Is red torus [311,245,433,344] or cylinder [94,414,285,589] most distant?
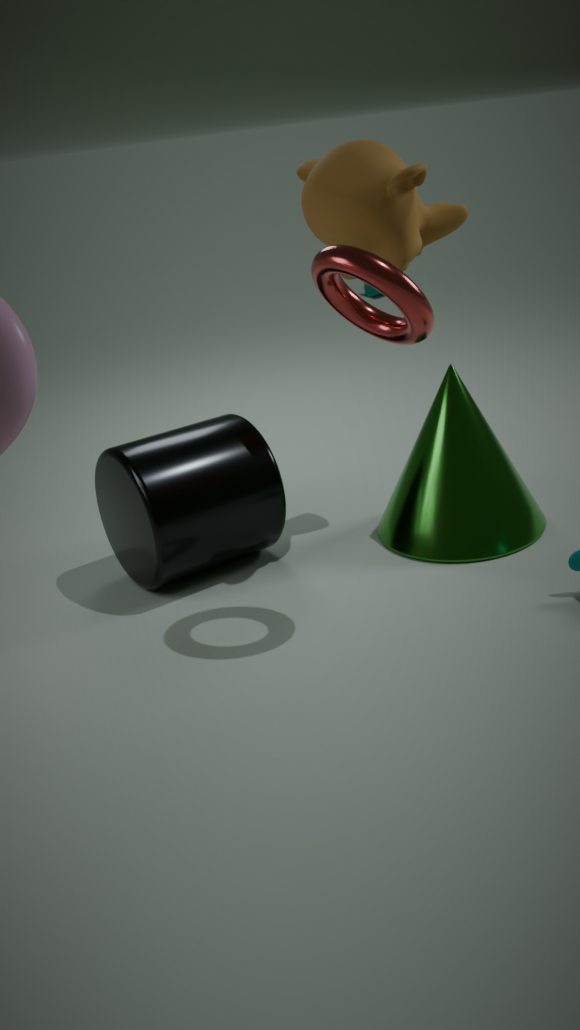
cylinder [94,414,285,589]
